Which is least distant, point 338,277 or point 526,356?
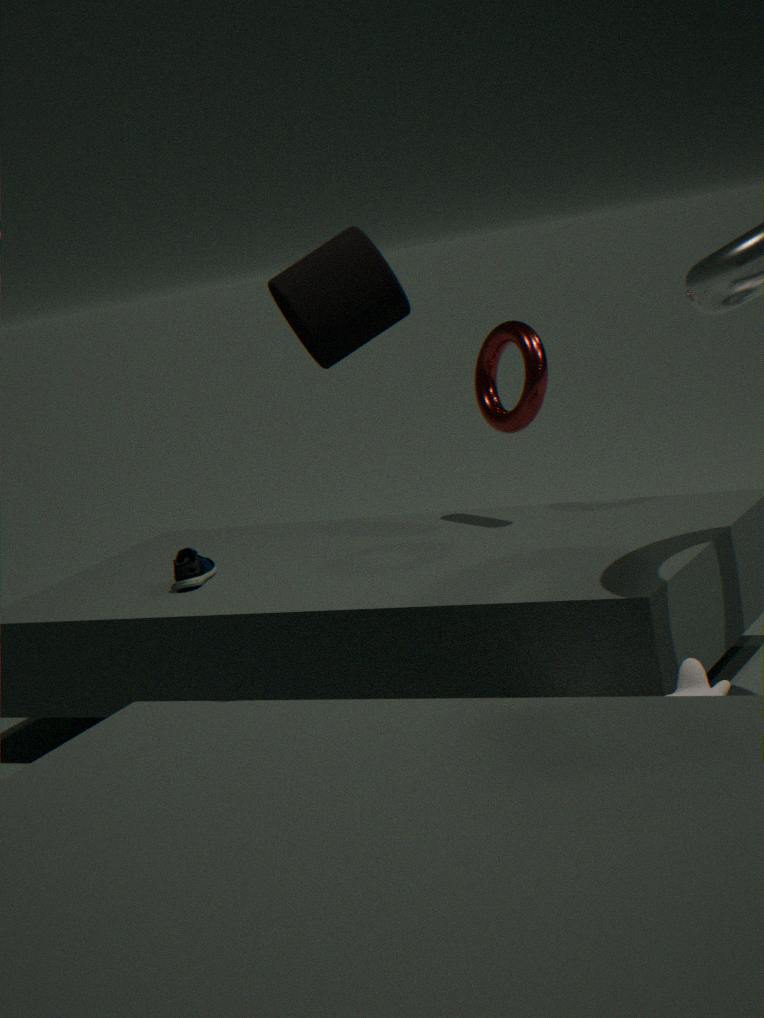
point 338,277
